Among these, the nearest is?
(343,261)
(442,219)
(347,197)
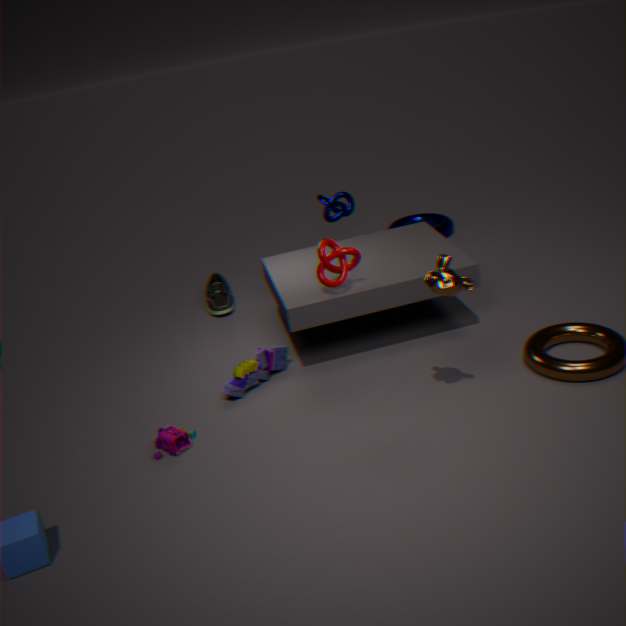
(343,261)
